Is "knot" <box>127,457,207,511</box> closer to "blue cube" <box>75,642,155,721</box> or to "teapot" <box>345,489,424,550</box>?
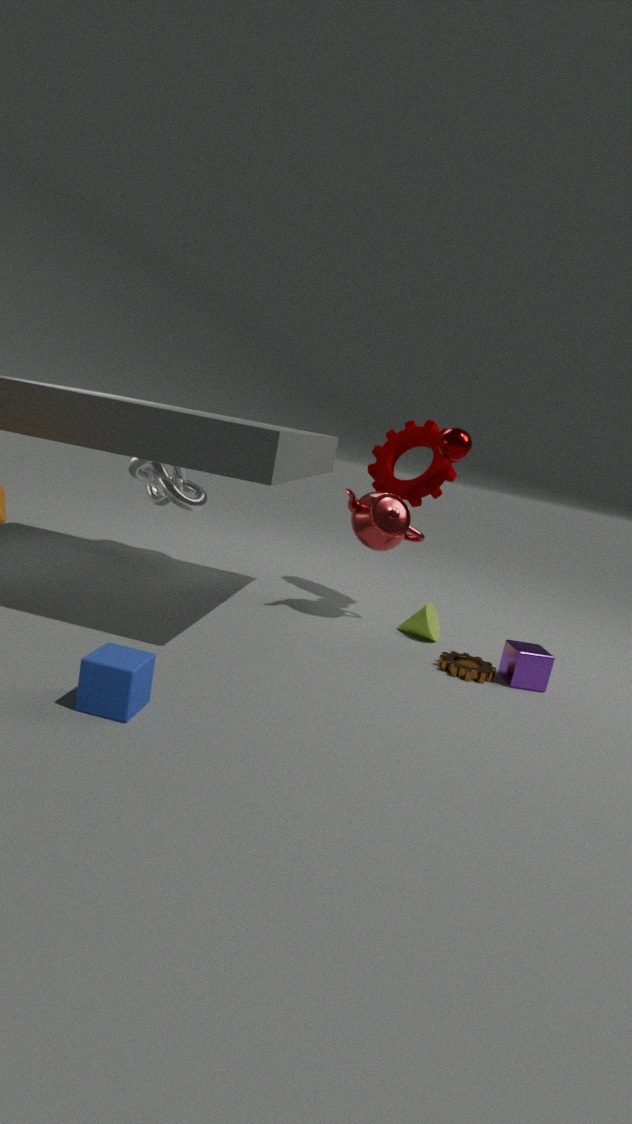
"teapot" <box>345,489,424,550</box>
